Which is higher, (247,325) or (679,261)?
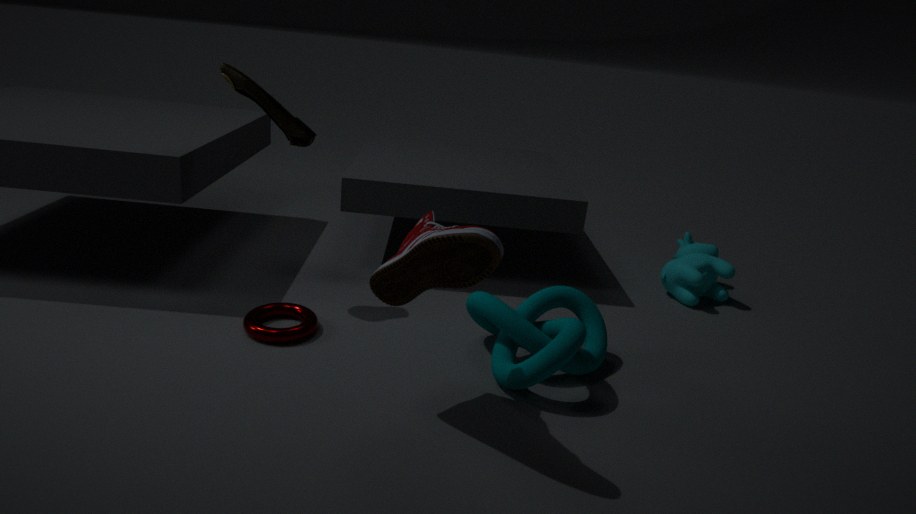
(679,261)
